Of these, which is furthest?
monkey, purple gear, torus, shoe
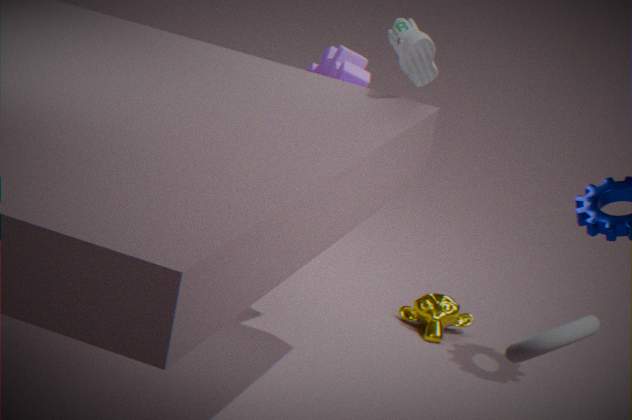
monkey
